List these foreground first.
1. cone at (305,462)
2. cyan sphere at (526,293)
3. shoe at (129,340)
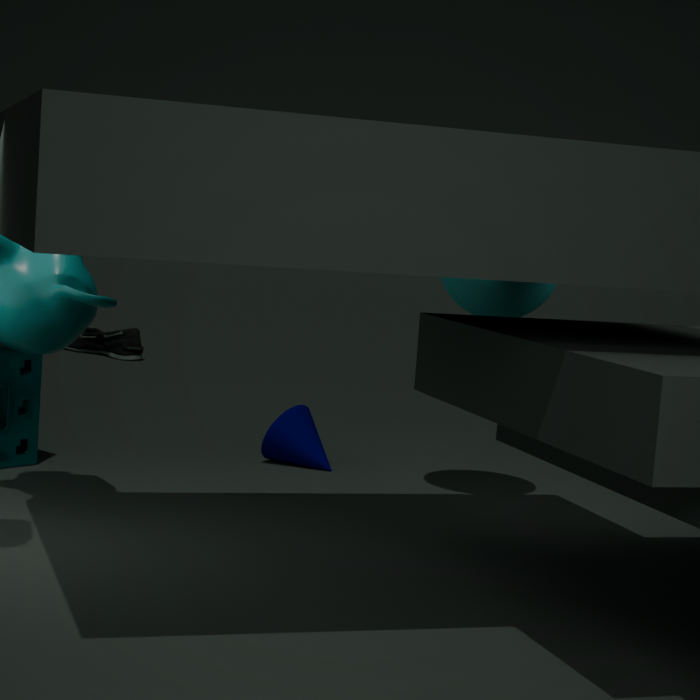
1. cyan sphere at (526,293)
2. cone at (305,462)
3. shoe at (129,340)
